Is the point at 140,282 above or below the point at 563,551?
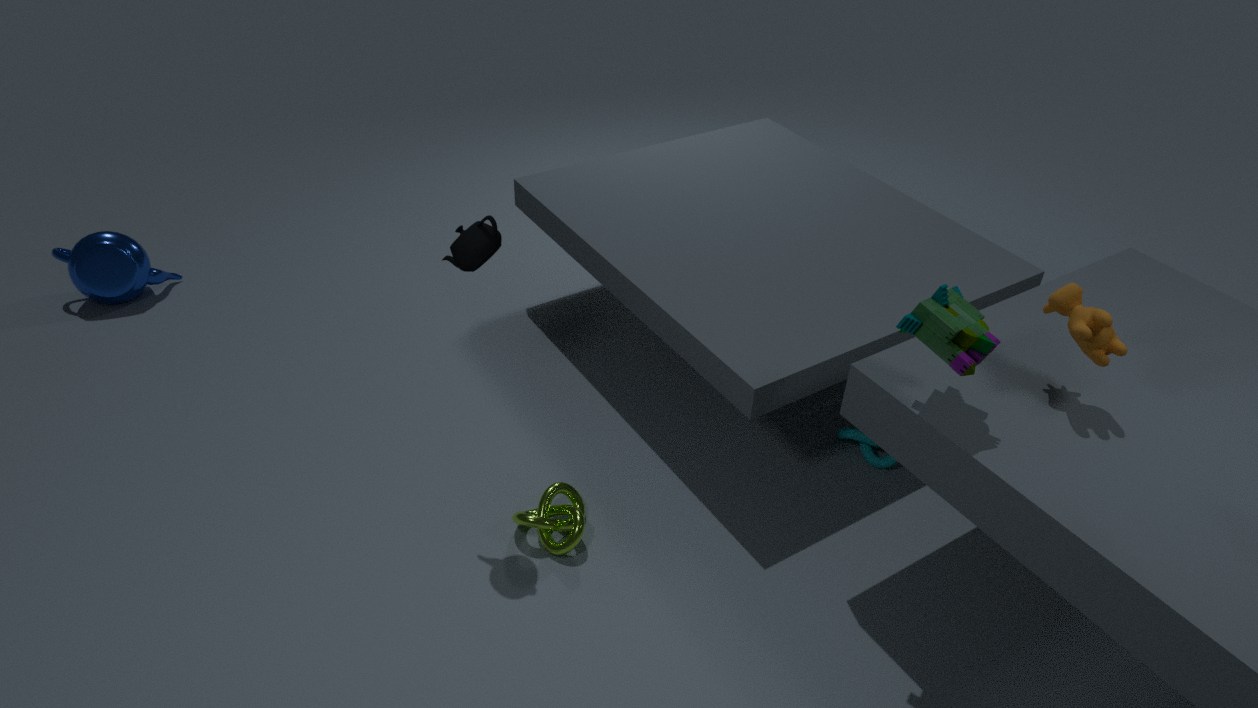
above
